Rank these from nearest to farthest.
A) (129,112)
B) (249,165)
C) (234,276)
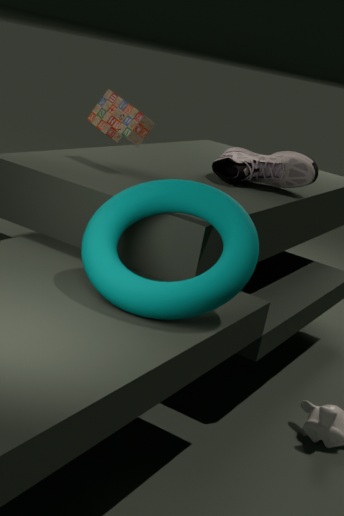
(234,276) → (129,112) → (249,165)
